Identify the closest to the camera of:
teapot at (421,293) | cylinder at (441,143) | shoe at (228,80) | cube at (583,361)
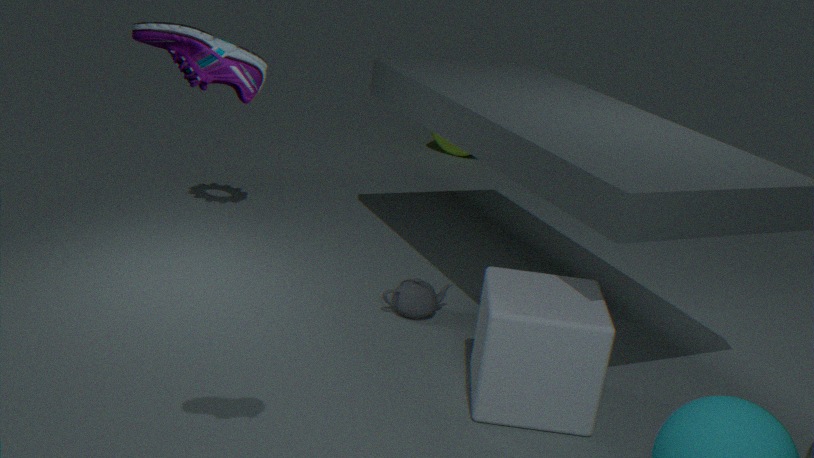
shoe at (228,80)
